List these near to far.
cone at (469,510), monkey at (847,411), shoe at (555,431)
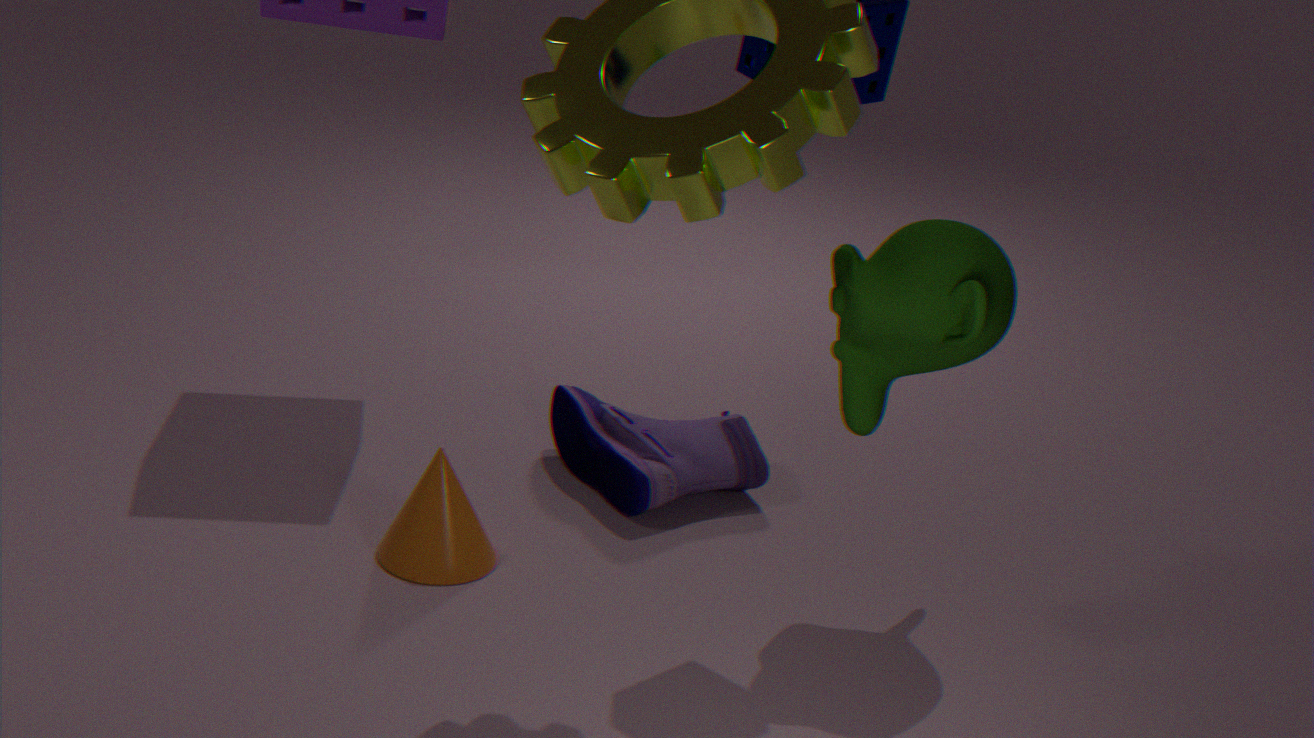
monkey at (847,411), cone at (469,510), shoe at (555,431)
